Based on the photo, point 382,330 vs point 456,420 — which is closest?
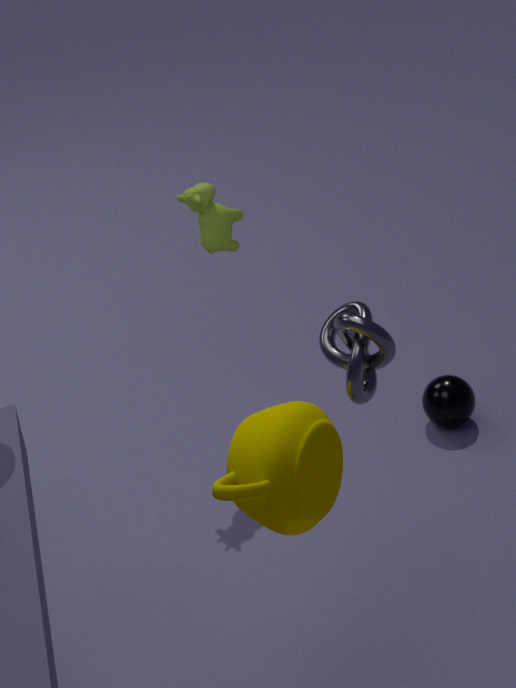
point 382,330
